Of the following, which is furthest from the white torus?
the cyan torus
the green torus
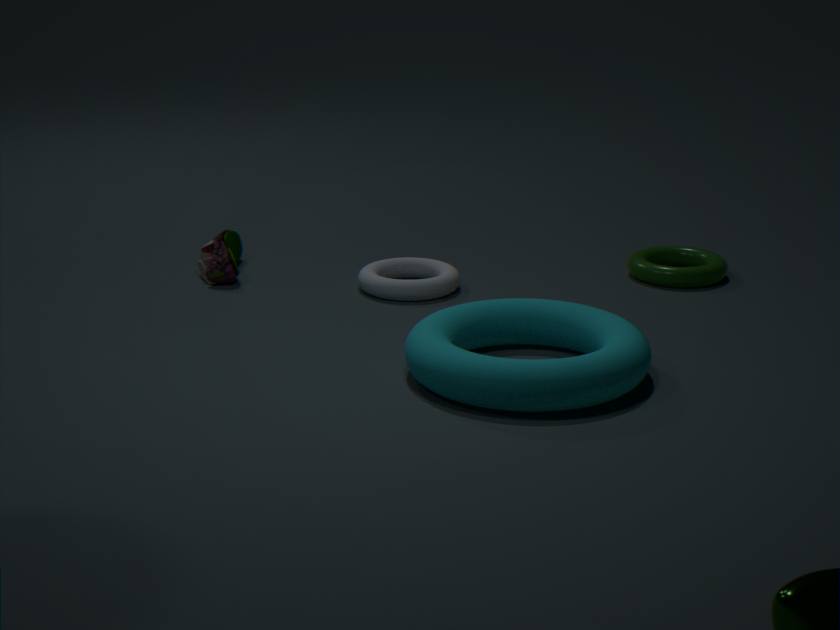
the green torus
